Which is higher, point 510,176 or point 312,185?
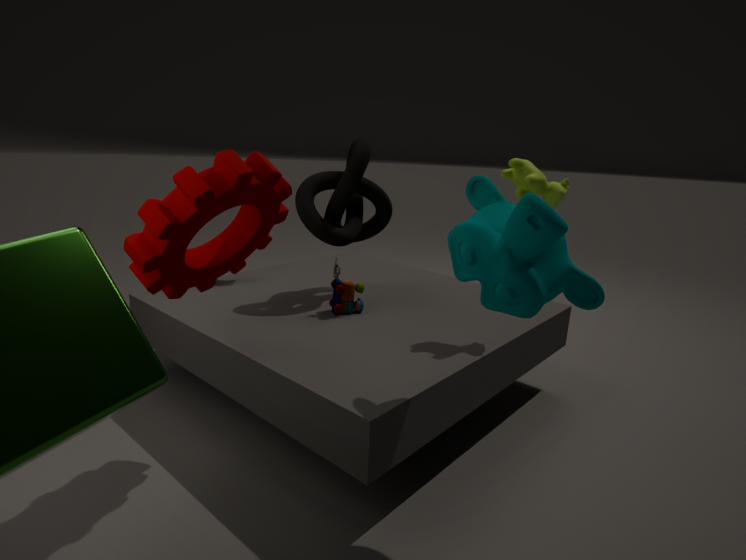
point 510,176
